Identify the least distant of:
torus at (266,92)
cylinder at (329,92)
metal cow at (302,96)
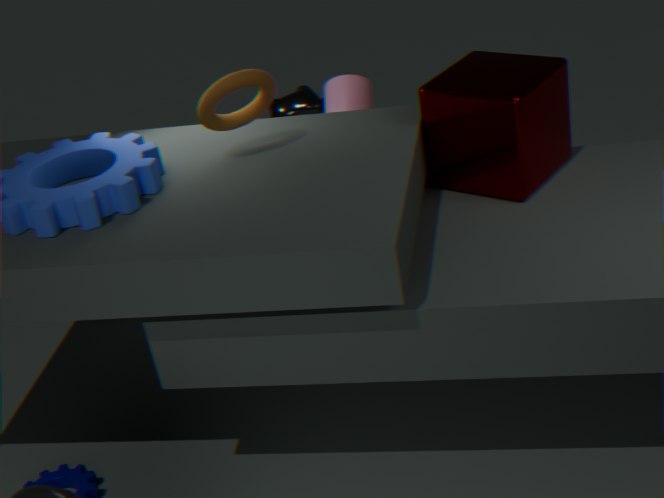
torus at (266,92)
